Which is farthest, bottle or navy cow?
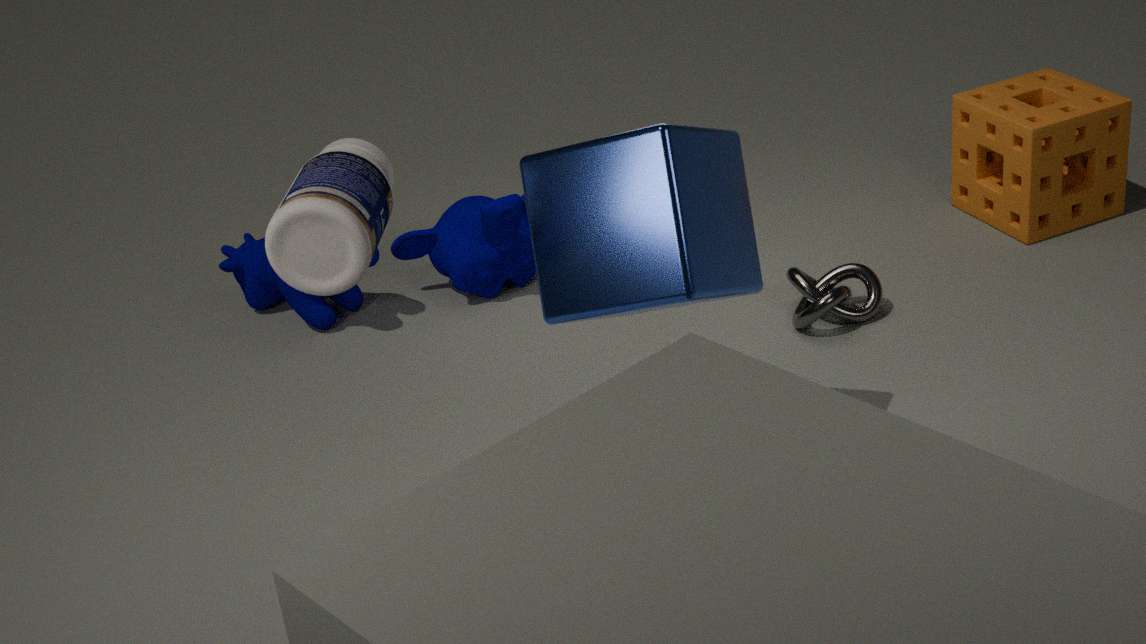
navy cow
